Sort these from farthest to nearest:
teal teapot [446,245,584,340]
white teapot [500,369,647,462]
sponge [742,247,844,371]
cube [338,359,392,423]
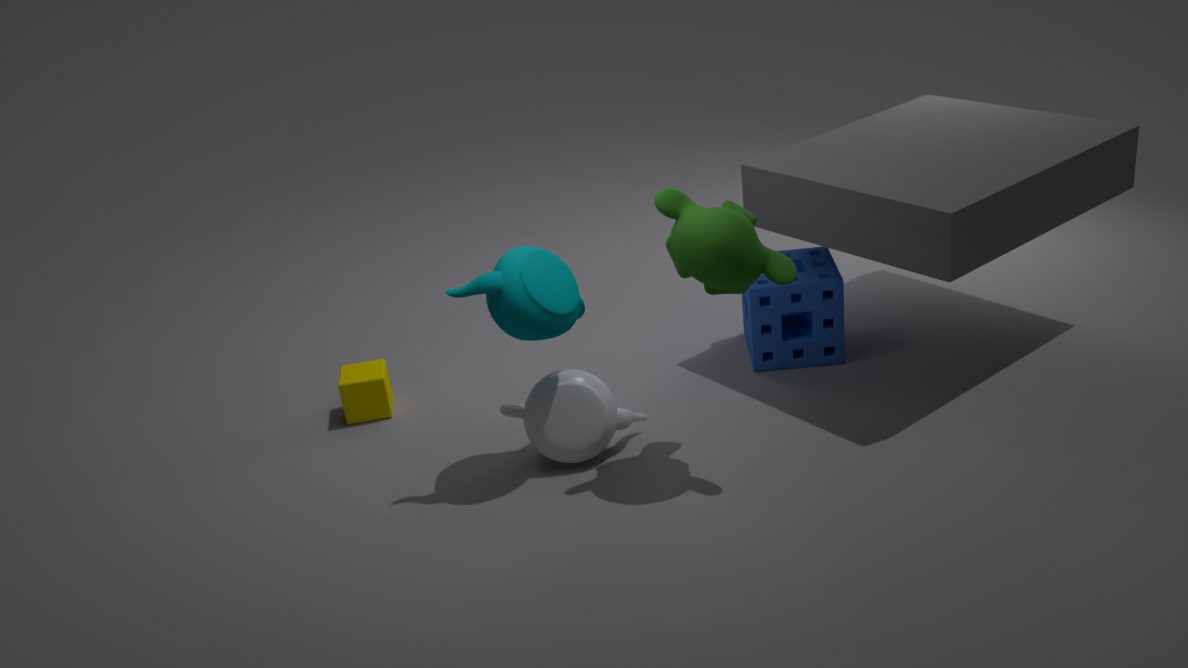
1. cube [338,359,392,423]
2. sponge [742,247,844,371]
3. white teapot [500,369,647,462]
4. teal teapot [446,245,584,340]
